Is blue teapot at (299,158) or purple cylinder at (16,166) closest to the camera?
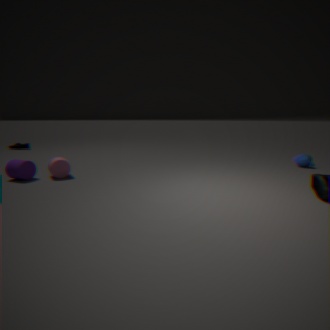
purple cylinder at (16,166)
